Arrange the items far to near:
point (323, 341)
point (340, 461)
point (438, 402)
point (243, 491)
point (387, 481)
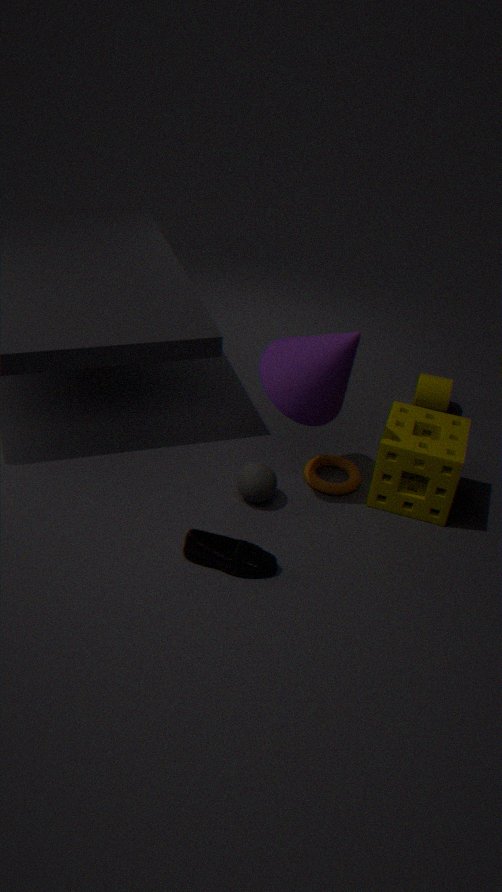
1. point (438, 402)
2. point (340, 461)
3. point (387, 481)
4. point (243, 491)
5. point (323, 341)
